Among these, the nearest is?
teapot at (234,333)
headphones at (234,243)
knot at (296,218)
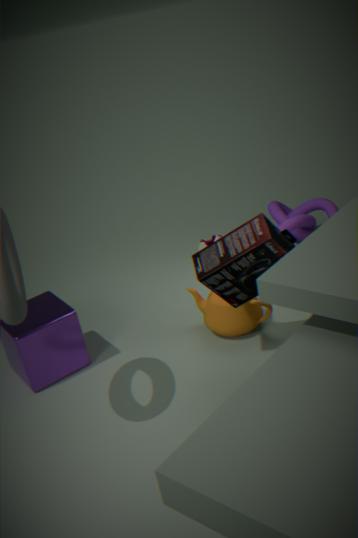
headphones at (234,243)
